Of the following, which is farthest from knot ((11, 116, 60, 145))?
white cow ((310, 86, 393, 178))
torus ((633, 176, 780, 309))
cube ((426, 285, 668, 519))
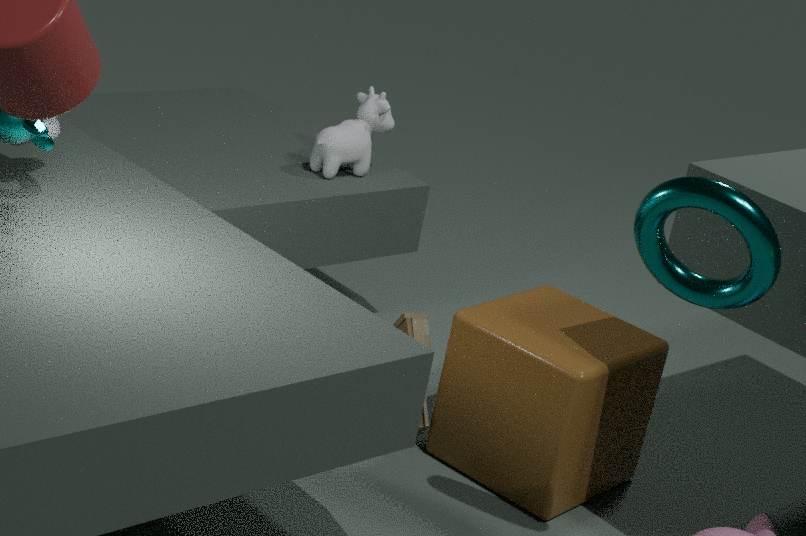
torus ((633, 176, 780, 309))
